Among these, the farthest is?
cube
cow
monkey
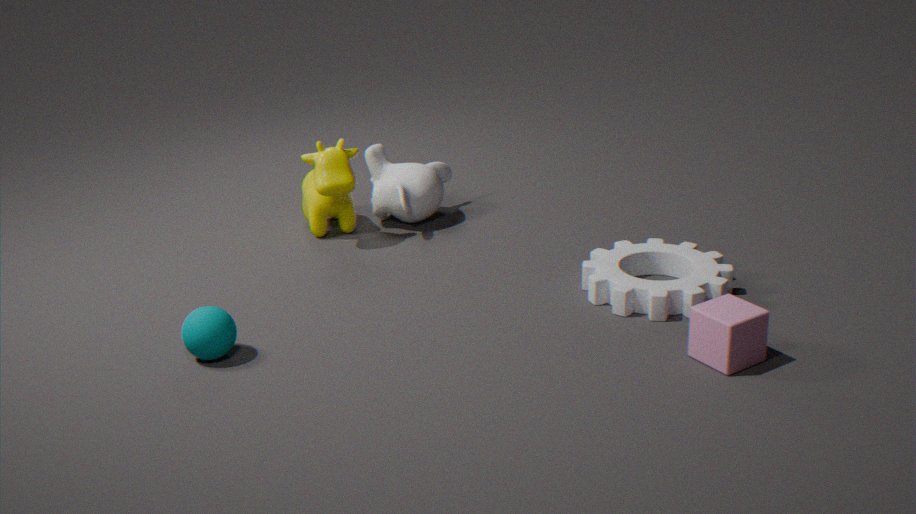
monkey
